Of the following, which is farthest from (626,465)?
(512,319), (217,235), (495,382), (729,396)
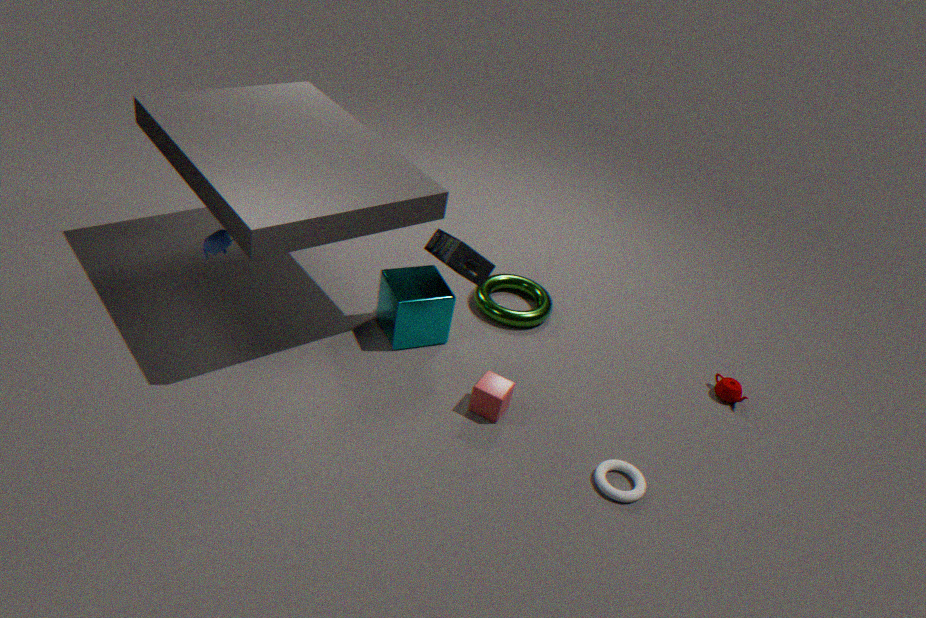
(217,235)
